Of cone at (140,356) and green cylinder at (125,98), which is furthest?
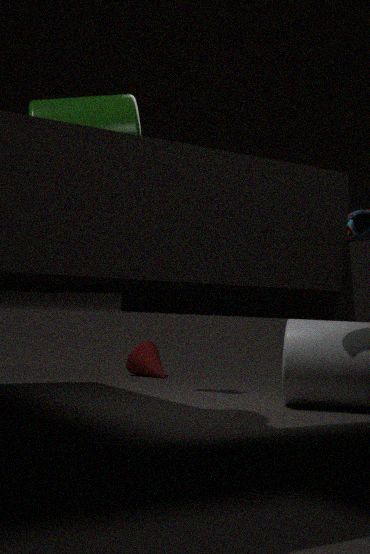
cone at (140,356)
